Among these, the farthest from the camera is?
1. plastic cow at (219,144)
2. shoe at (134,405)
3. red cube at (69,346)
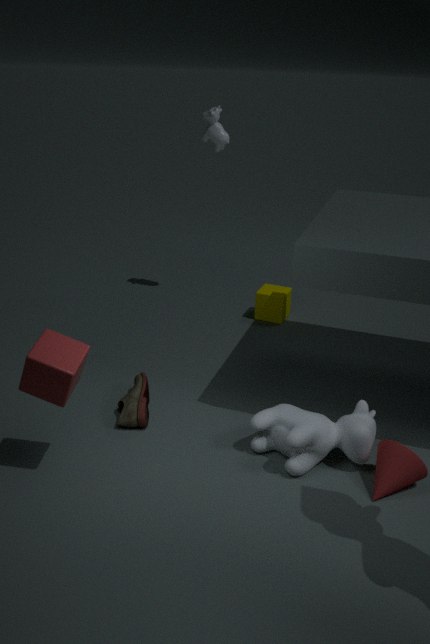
plastic cow at (219,144)
